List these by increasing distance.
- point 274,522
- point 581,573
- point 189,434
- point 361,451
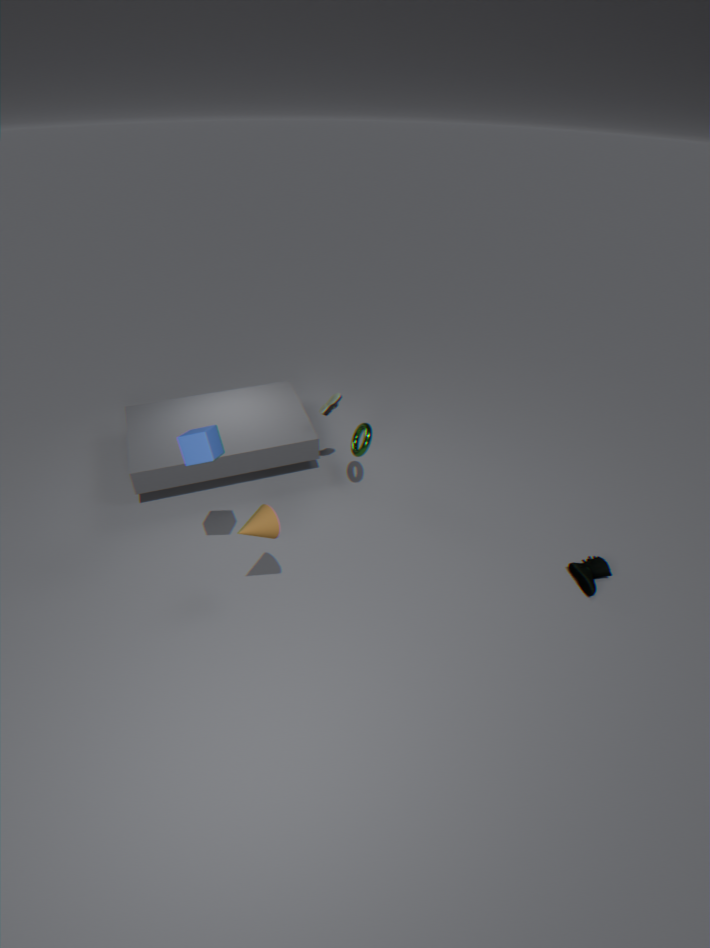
point 189,434 → point 274,522 → point 581,573 → point 361,451
